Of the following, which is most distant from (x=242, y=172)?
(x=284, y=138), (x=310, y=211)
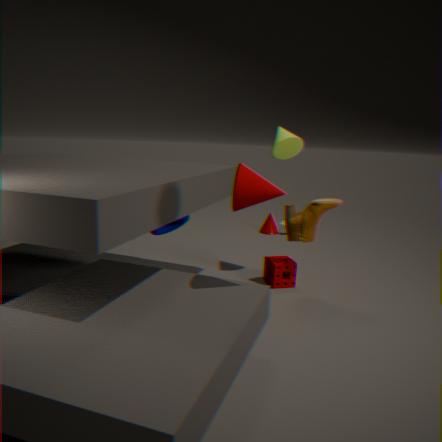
(x=284, y=138)
